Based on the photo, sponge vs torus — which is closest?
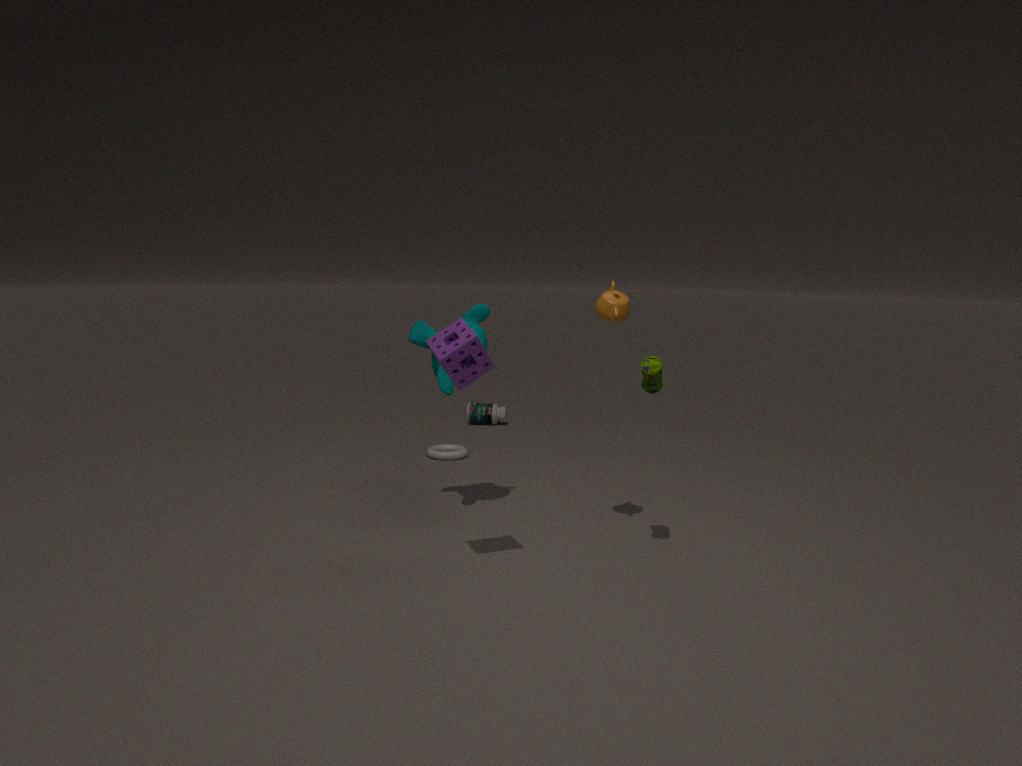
sponge
